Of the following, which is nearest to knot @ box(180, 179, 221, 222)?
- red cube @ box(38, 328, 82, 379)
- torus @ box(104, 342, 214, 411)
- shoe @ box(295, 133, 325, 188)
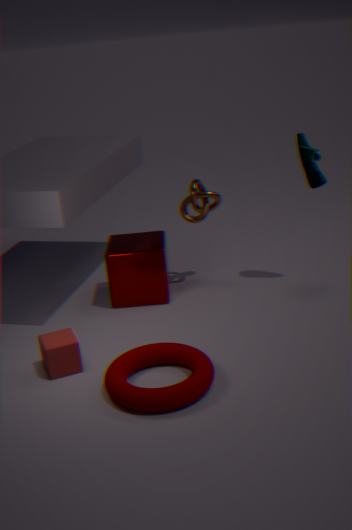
shoe @ box(295, 133, 325, 188)
